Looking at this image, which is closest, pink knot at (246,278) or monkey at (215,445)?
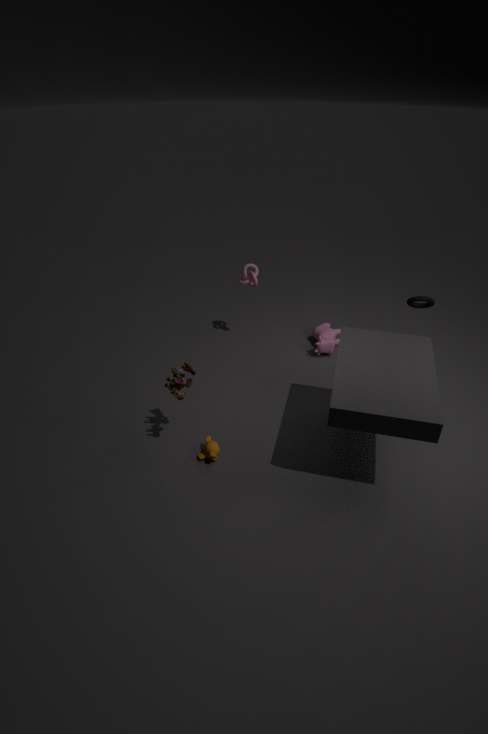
monkey at (215,445)
